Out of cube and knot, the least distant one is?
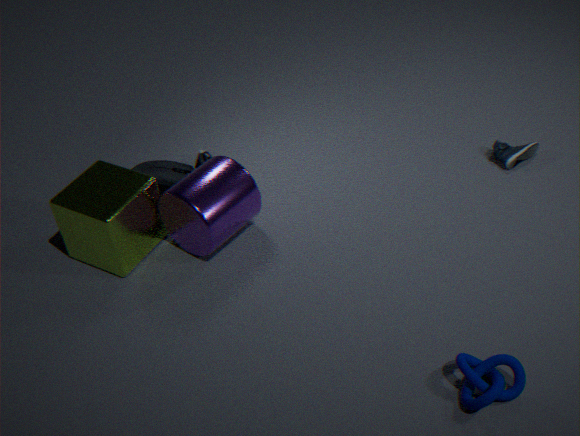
knot
